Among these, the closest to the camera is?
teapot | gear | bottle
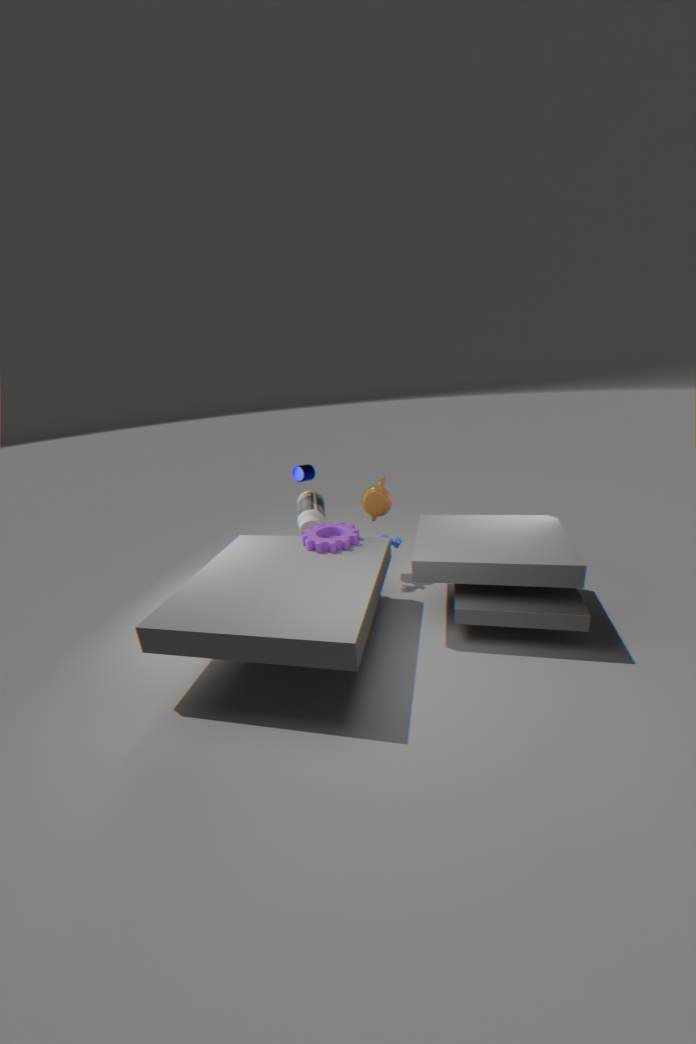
gear
